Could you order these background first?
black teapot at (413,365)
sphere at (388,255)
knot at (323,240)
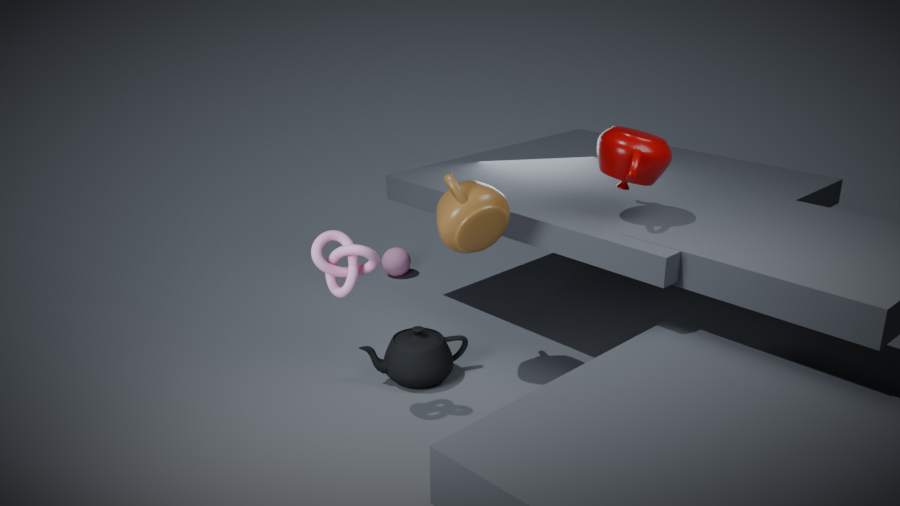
sphere at (388,255) < black teapot at (413,365) < knot at (323,240)
